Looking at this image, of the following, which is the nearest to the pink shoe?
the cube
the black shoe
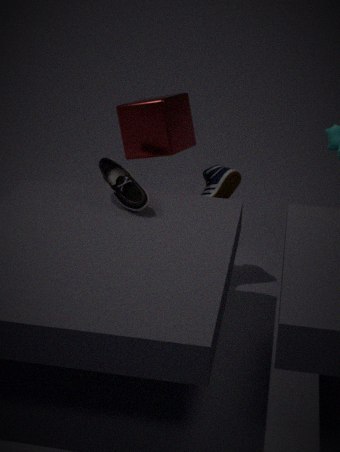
the cube
